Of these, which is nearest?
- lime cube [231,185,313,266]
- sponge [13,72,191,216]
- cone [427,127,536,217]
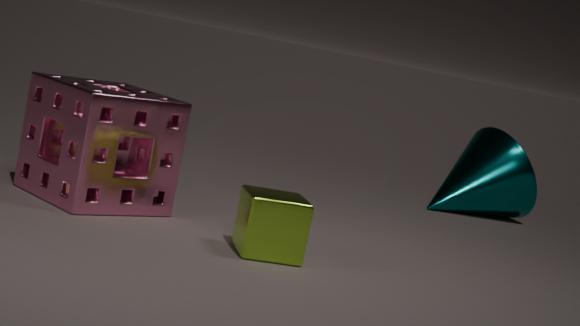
lime cube [231,185,313,266]
